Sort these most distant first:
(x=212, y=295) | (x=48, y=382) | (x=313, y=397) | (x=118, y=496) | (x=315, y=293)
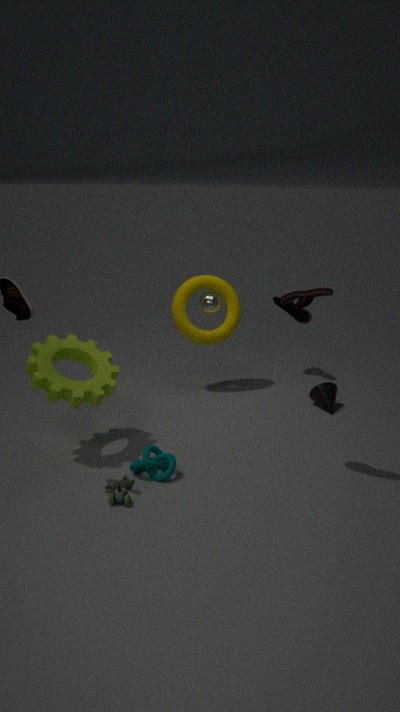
(x=212, y=295), (x=313, y=397), (x=48, y=382), (x=118, y=496), (x=315, y=293)
